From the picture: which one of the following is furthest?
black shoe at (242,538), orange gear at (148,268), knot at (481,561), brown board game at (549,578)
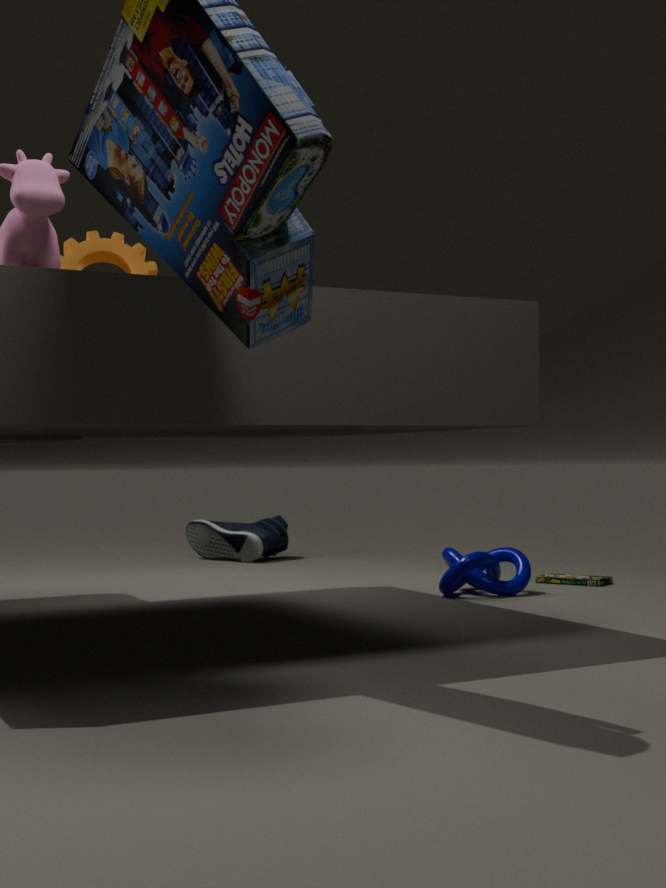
black shoe at (242,538)
